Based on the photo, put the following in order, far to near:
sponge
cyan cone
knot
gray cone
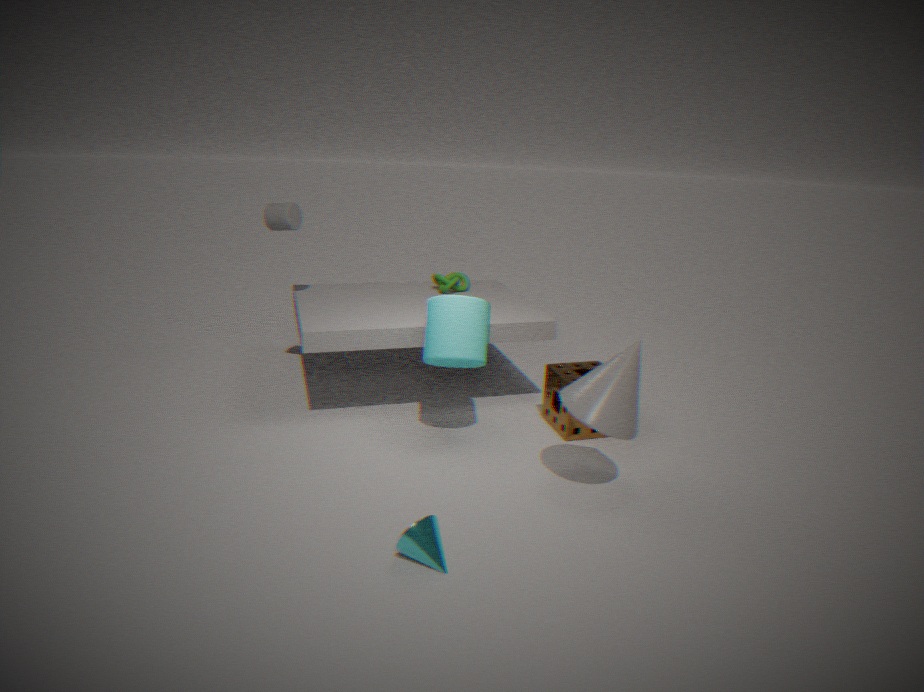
1. knot
2. sponge
3. gray cone
4. cyan cone
